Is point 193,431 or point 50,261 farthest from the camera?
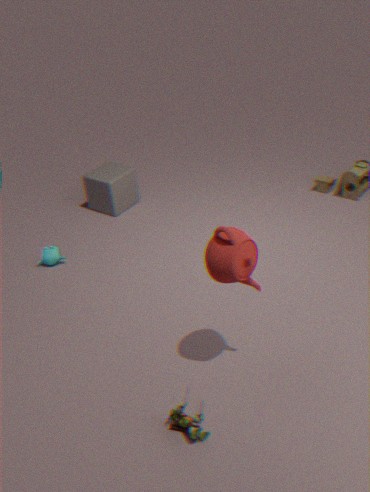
point 50,261
